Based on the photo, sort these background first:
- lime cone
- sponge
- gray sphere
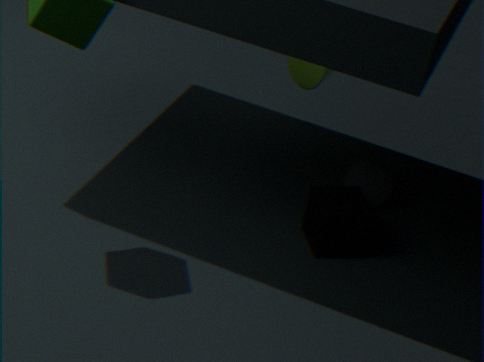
lime cone < gray sphere < sponge
